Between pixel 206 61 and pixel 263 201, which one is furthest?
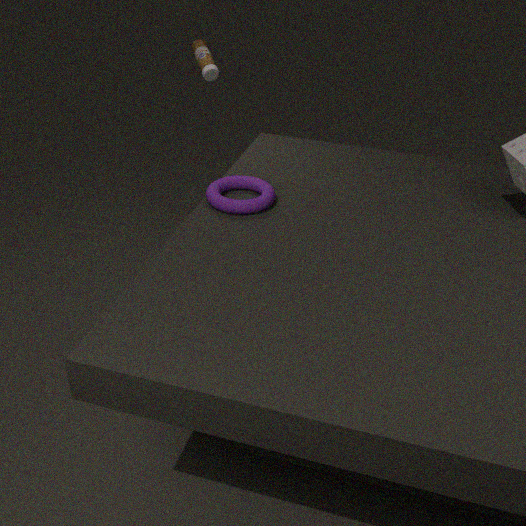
pixel 206 61
